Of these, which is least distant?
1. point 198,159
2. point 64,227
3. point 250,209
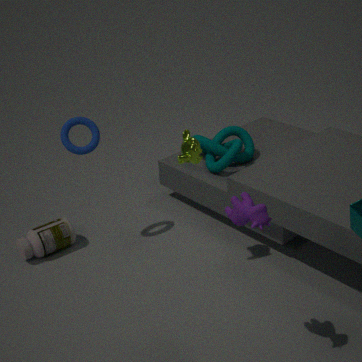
point 250,209
